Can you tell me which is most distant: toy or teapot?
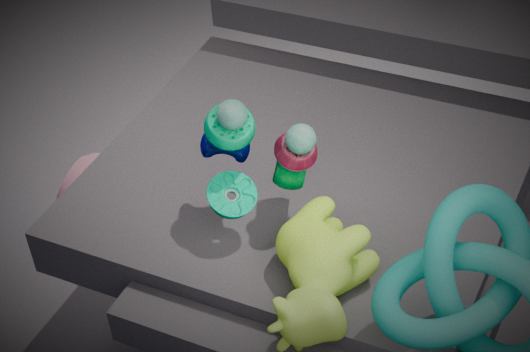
teapot
